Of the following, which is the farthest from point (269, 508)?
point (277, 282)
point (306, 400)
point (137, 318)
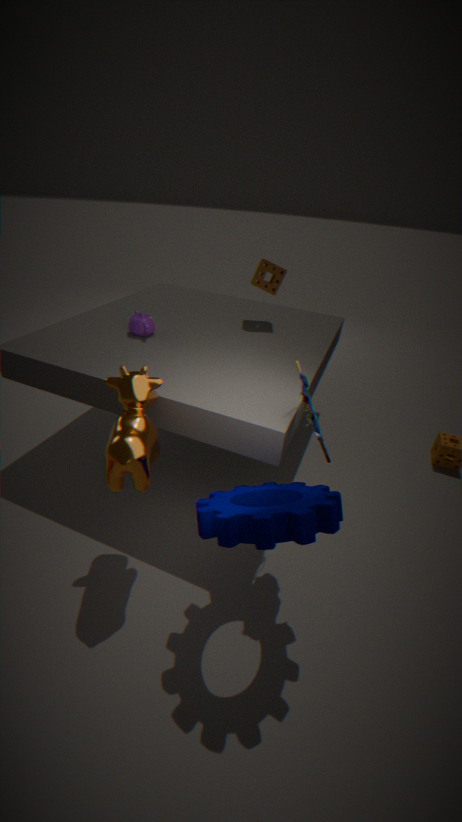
point (277, 282)
